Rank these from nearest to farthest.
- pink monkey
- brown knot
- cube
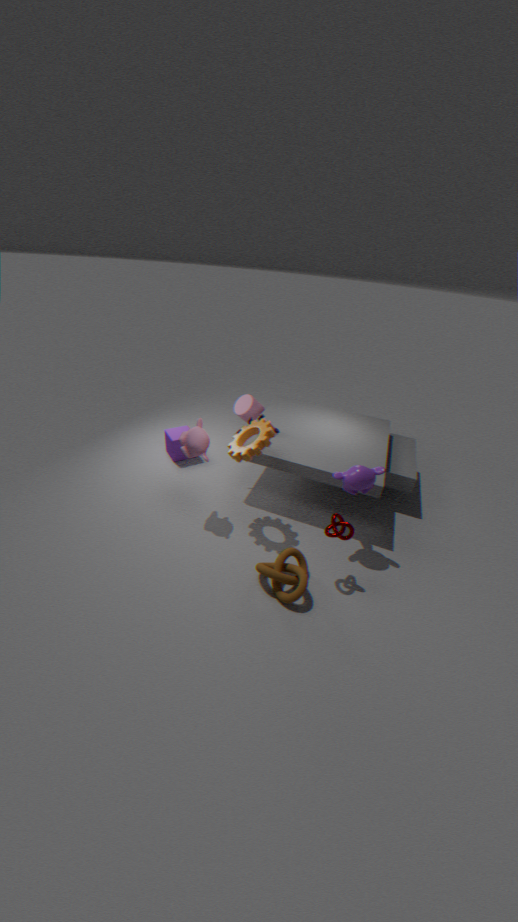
brown knot → pink monkey → cube
